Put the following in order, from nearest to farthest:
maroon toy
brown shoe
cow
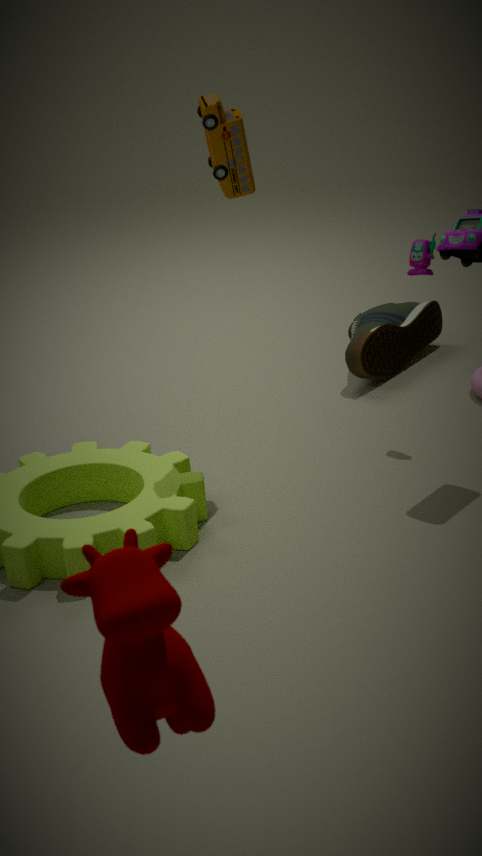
cow → maroon toy → brown shoe
